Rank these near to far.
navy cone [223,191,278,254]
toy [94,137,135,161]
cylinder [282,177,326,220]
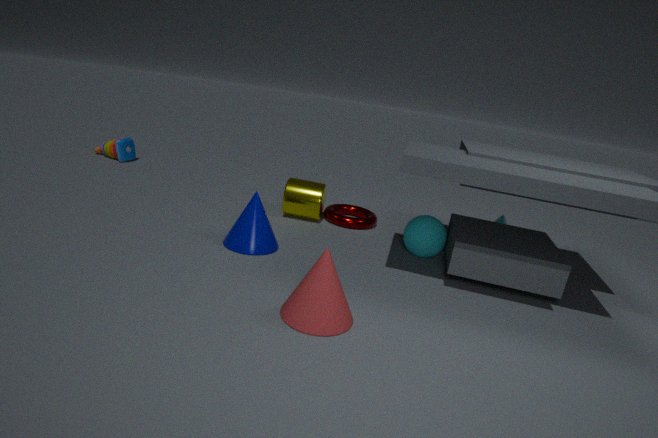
navy cone [223,191,278,254], cylinder [282,177,326,220], toy [94,137,135,161]
